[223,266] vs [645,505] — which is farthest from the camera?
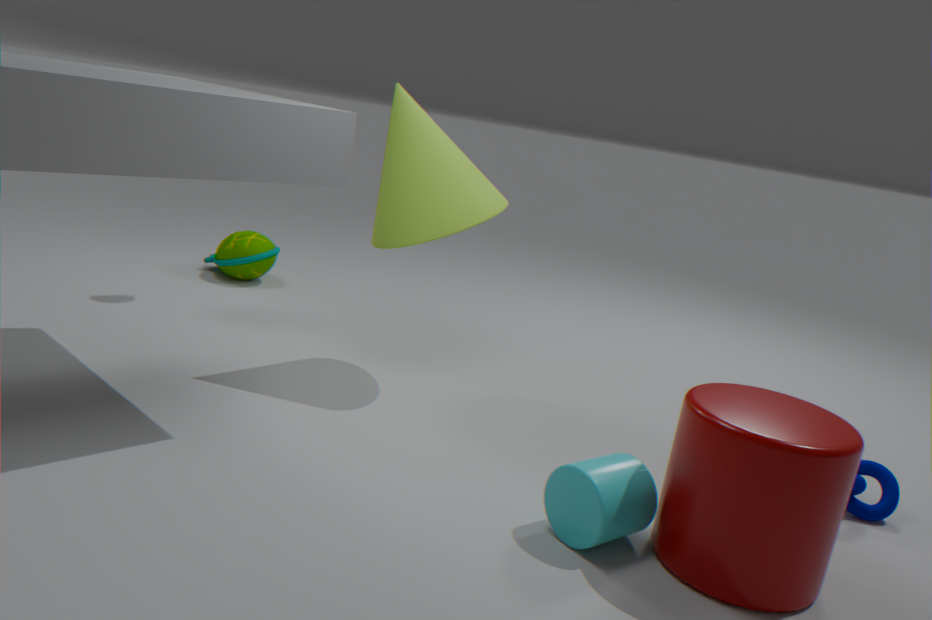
[223,266]
